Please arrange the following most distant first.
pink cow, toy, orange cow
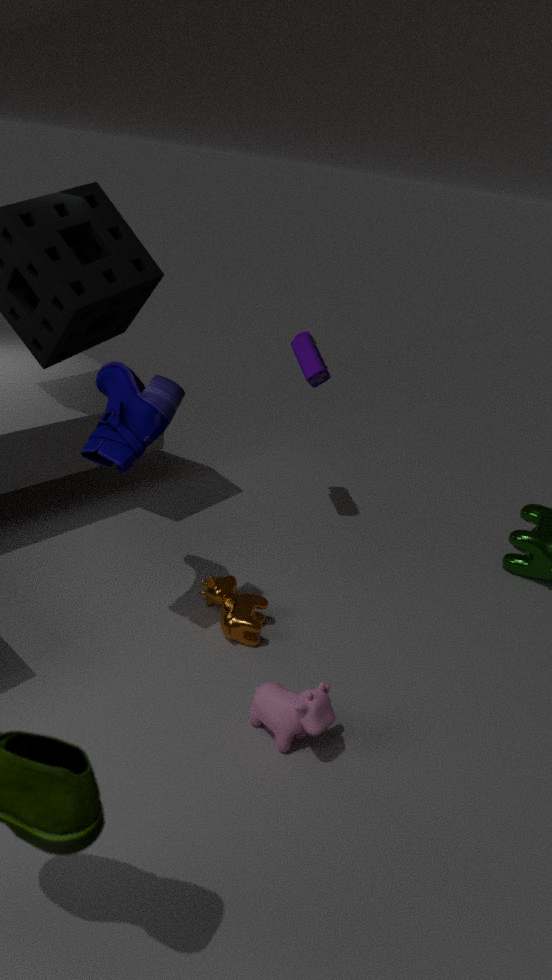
toy → orange cow → pink cow
